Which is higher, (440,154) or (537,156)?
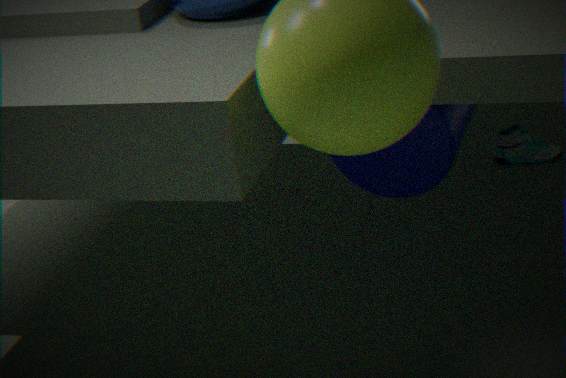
(440,154)
